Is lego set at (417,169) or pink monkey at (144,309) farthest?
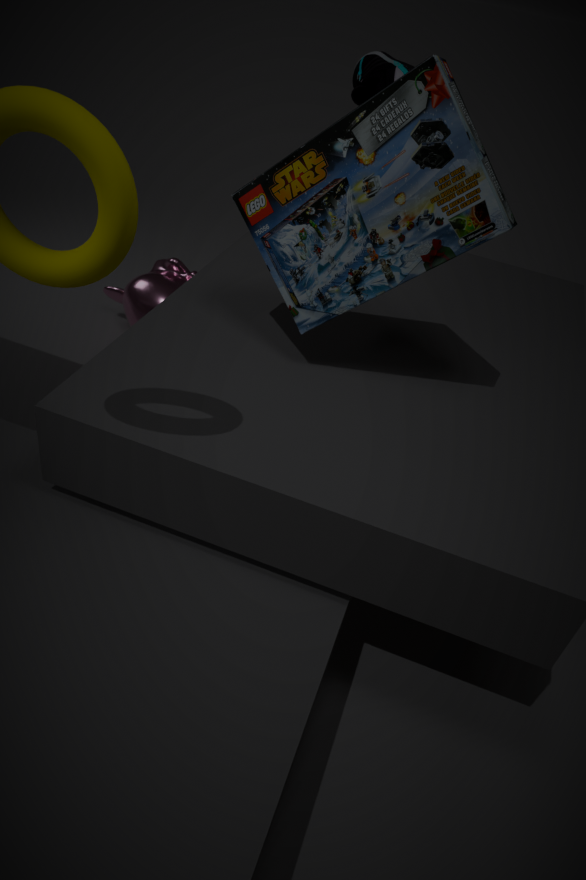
pink monkey at (144,309)
